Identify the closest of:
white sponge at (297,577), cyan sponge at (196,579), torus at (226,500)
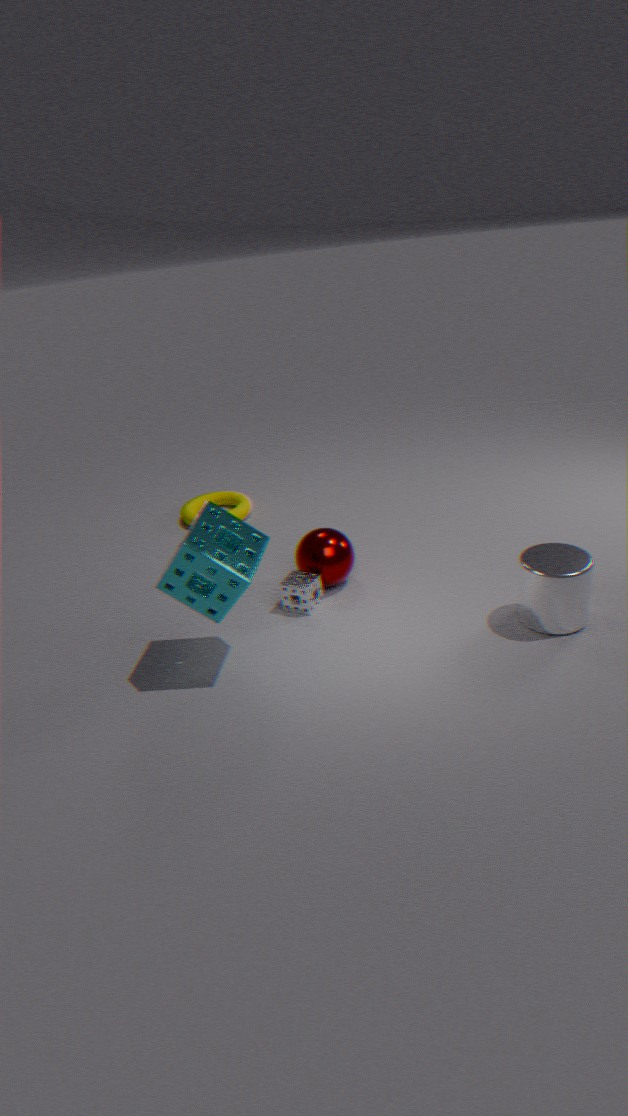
cyan sponge at (196,579)
